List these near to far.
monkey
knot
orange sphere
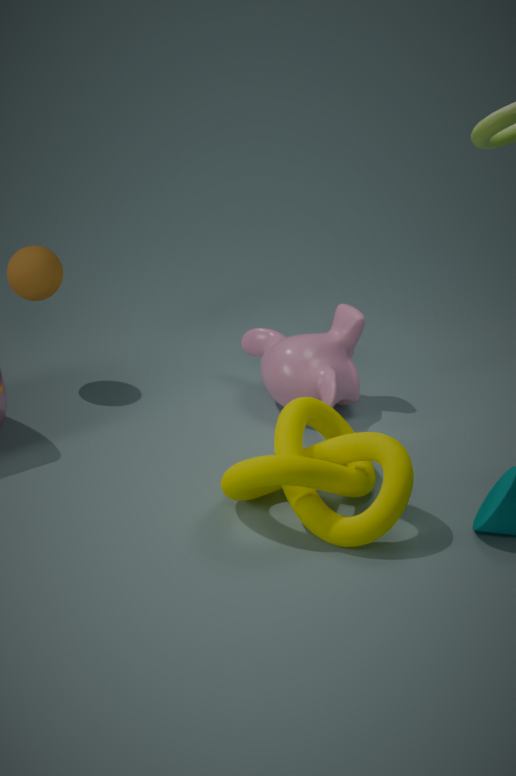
knot → monkey → orange sphere
